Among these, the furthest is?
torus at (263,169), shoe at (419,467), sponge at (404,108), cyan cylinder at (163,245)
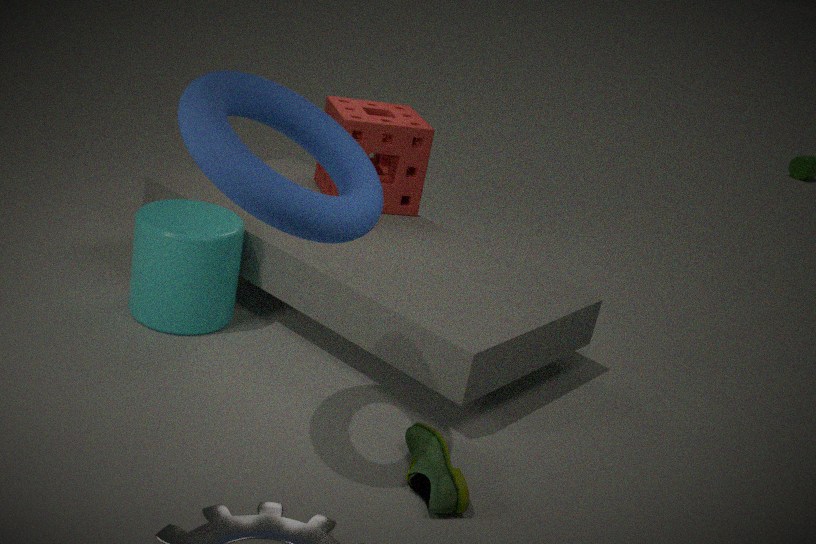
sponge at (404,108)
